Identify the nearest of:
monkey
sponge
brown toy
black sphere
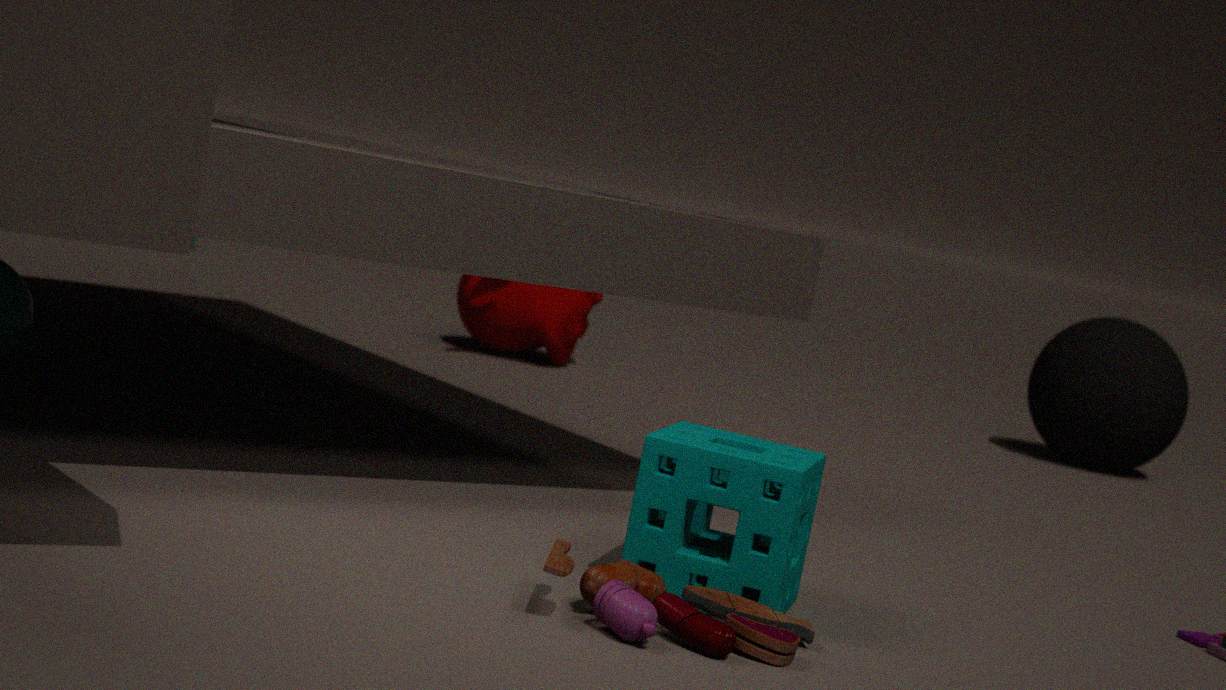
brown toy
